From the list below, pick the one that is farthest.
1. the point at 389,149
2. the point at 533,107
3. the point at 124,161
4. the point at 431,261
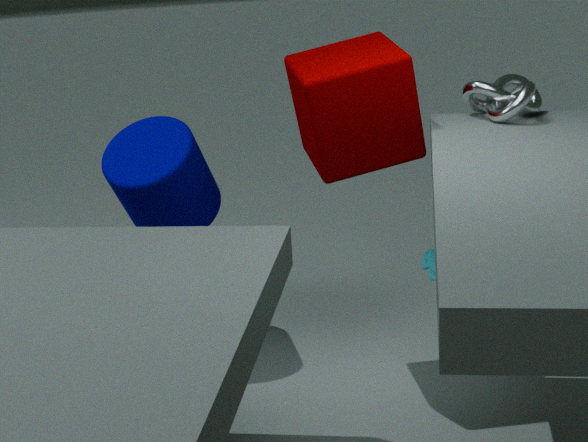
the point at 124,161
